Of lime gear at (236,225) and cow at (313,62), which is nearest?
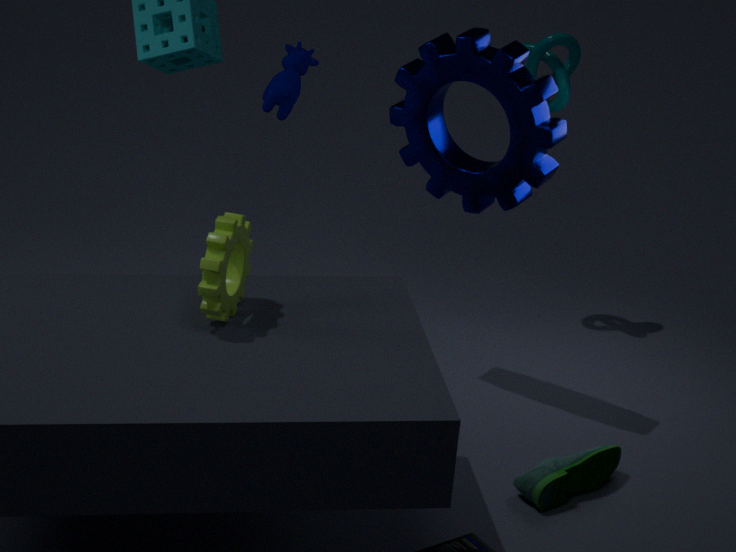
lime gear at (236,225)
